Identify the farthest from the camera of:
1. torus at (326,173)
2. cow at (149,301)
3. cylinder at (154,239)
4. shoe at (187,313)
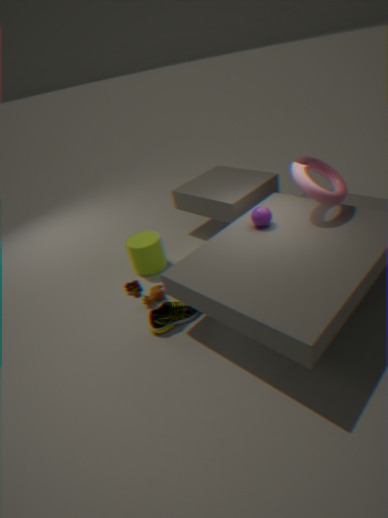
cylinder at (154,239)
